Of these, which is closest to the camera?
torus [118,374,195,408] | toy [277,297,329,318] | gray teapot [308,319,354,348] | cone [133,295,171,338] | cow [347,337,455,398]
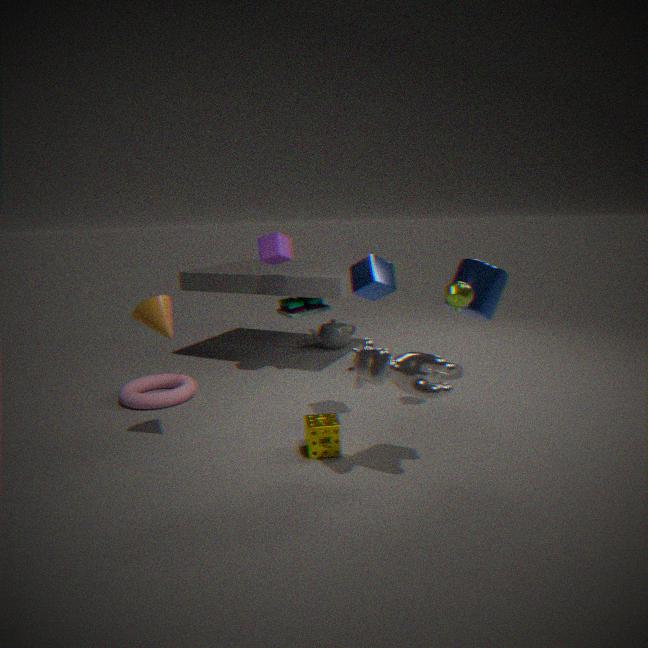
cow [347,337,455,398]
